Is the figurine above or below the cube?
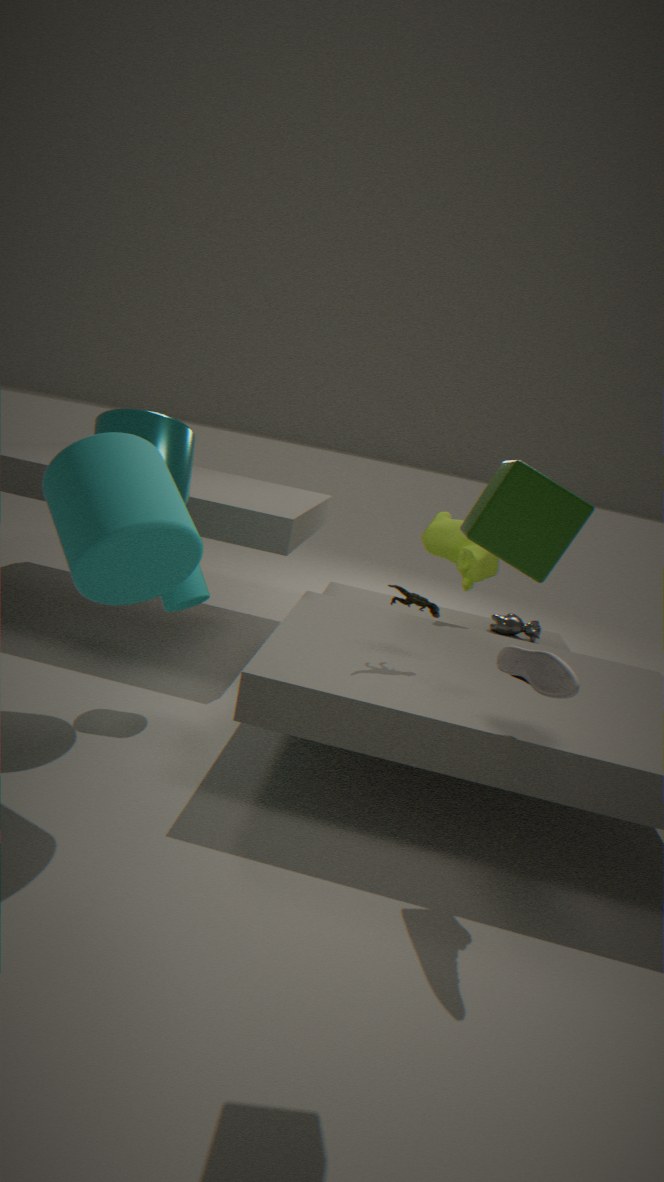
below
